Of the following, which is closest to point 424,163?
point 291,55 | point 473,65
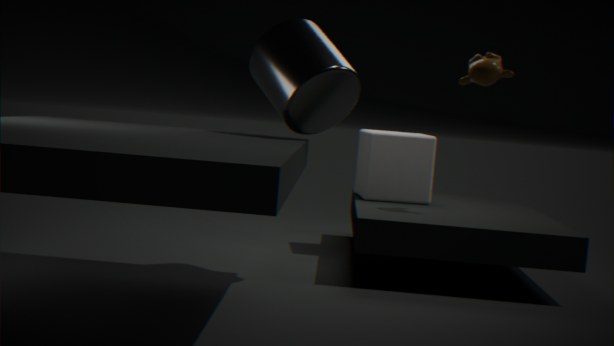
point 473,65
